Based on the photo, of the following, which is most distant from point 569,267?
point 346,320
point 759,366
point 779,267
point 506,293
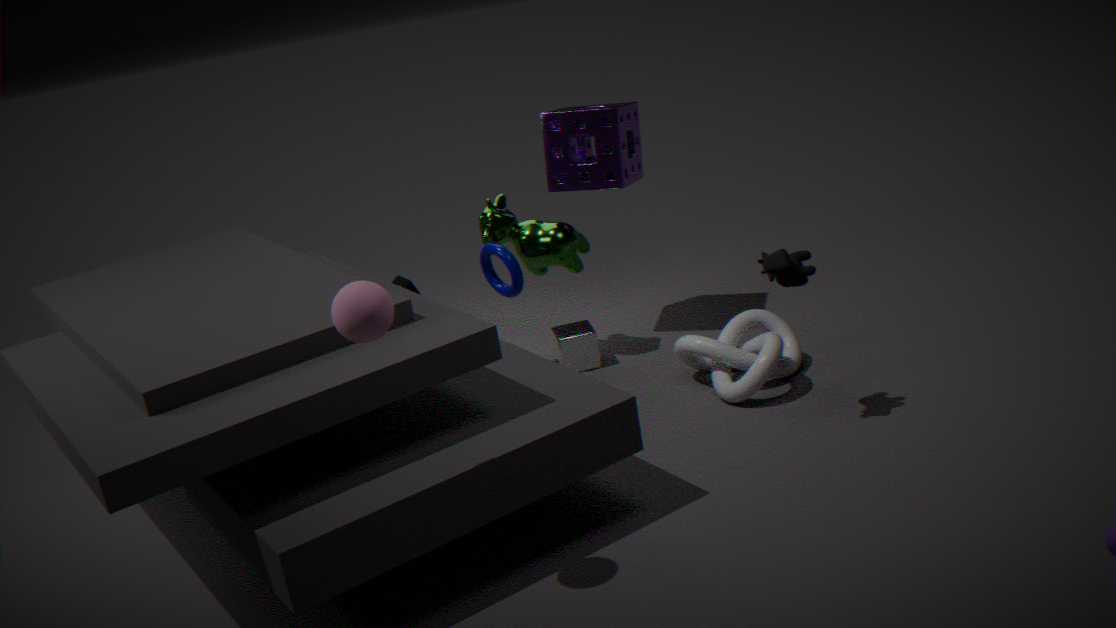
point 346,320
